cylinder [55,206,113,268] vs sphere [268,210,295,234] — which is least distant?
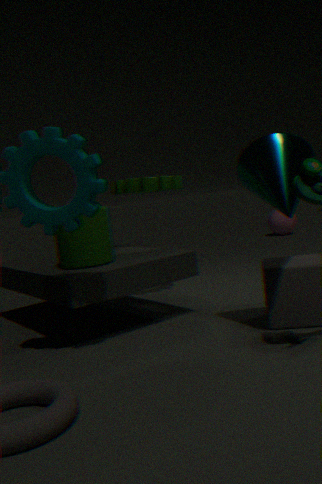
cylinder [55,206,113,268]
